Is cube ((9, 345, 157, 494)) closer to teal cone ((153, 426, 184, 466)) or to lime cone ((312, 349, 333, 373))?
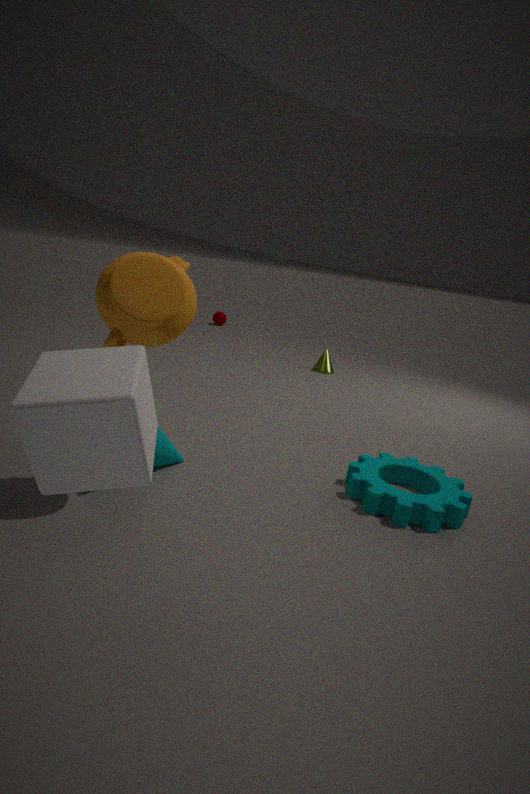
teal cone ((153, 426, 184, 466))
